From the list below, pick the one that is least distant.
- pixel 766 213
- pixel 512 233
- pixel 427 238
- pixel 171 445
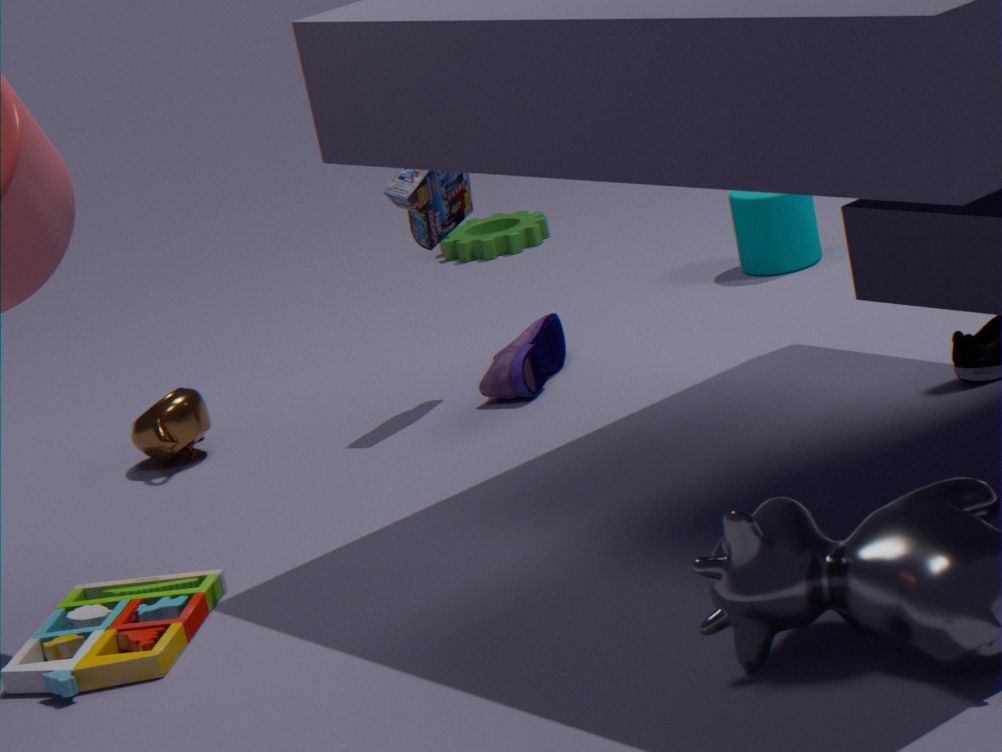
pixel 171 445
